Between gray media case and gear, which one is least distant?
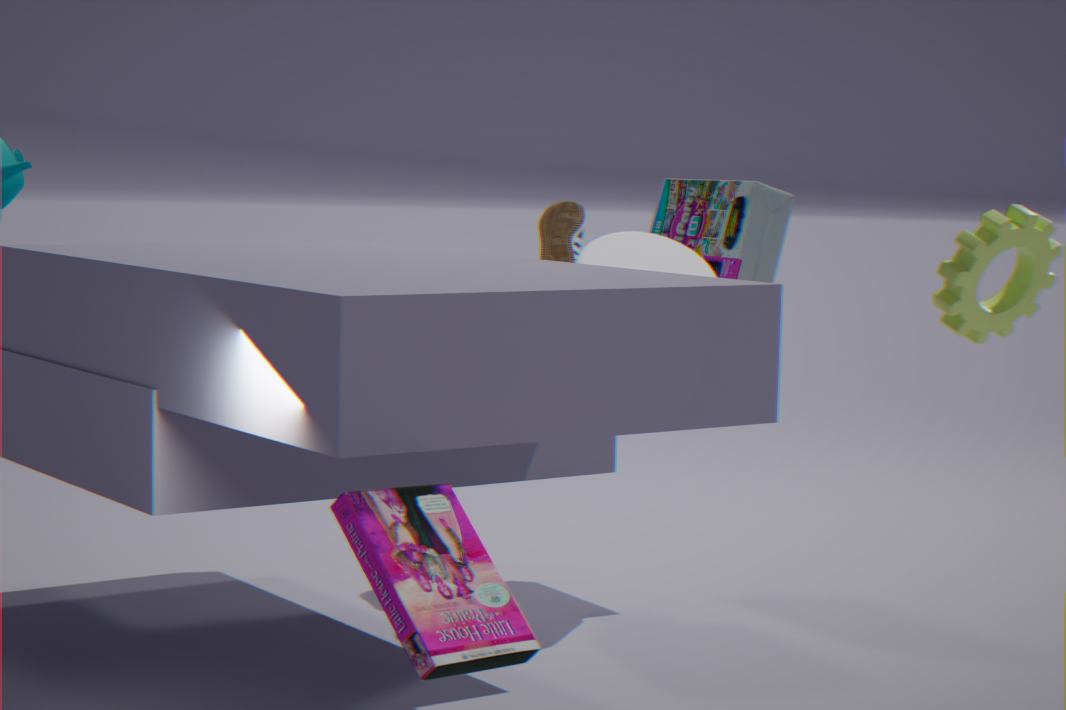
gear
